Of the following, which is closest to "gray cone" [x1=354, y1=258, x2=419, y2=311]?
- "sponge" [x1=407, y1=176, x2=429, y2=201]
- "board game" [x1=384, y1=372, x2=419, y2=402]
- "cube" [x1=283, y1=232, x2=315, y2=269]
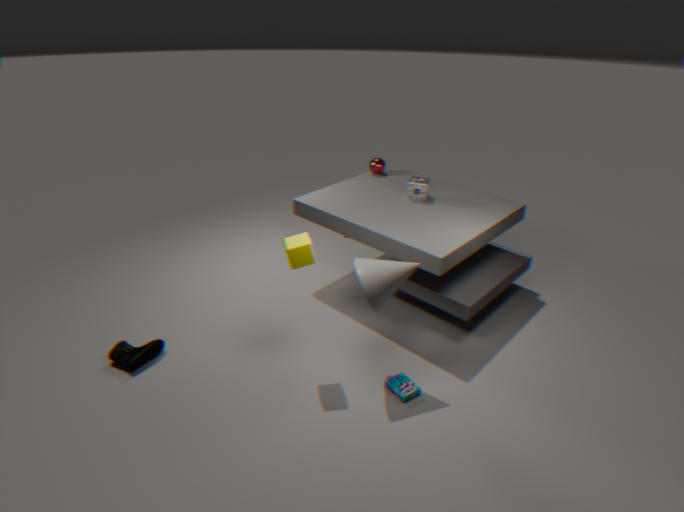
"cube" [x1=283, y1=232, x2=315, y2=269]
